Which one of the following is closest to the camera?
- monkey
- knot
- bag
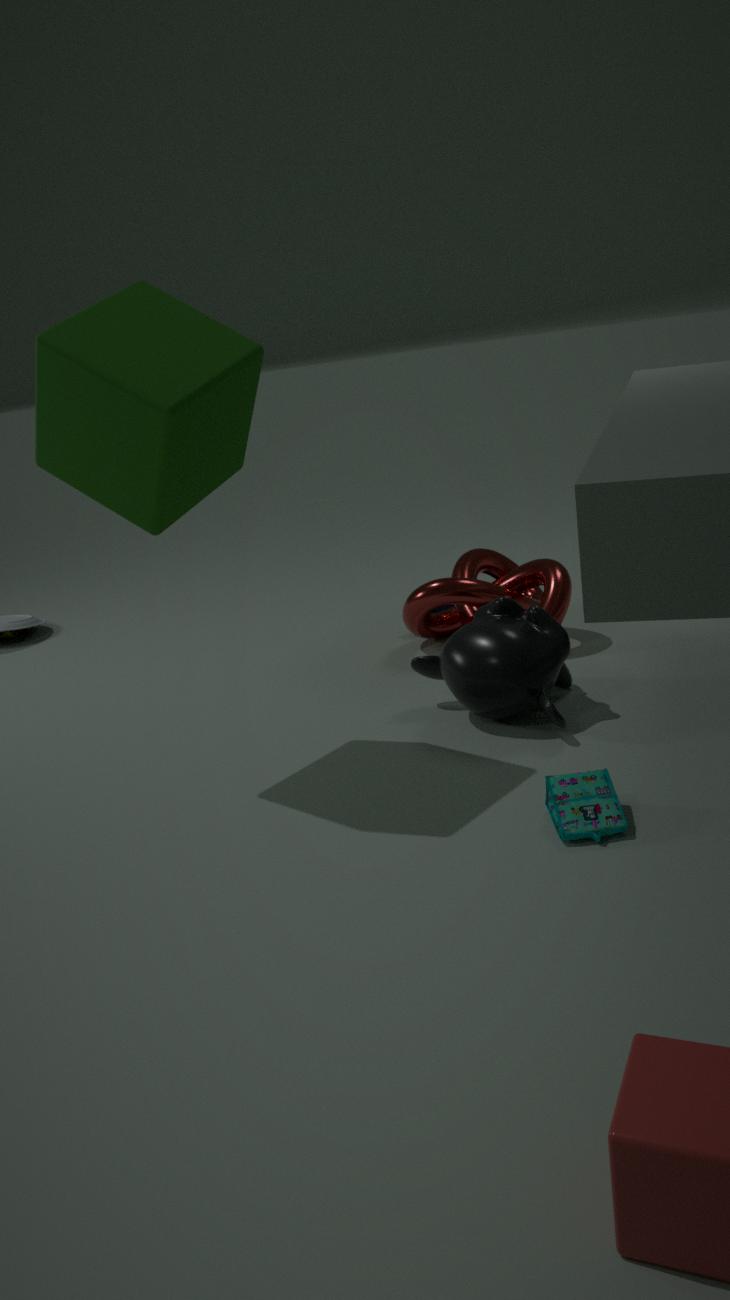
bag
